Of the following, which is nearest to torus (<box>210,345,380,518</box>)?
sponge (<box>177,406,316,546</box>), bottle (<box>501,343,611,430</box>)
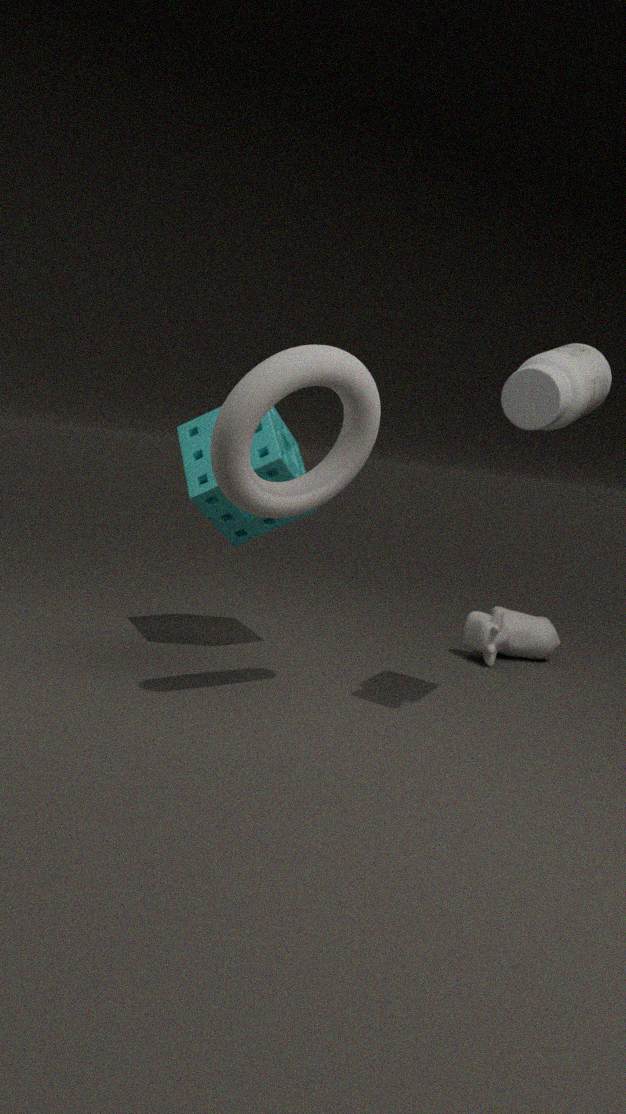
sponge (<box>177,406,316,546</box>)
